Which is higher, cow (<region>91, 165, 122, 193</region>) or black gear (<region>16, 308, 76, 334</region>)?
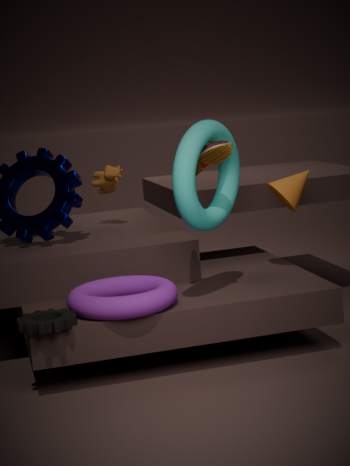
cow (<region>91, 165, 122, 193</region>)
